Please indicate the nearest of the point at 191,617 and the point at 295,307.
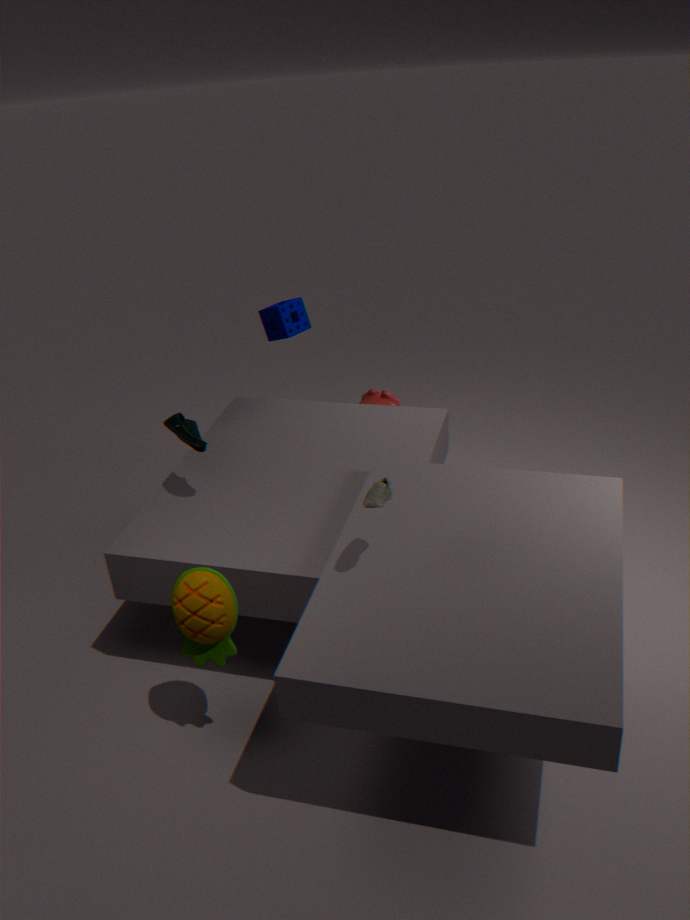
the point at 191,617
